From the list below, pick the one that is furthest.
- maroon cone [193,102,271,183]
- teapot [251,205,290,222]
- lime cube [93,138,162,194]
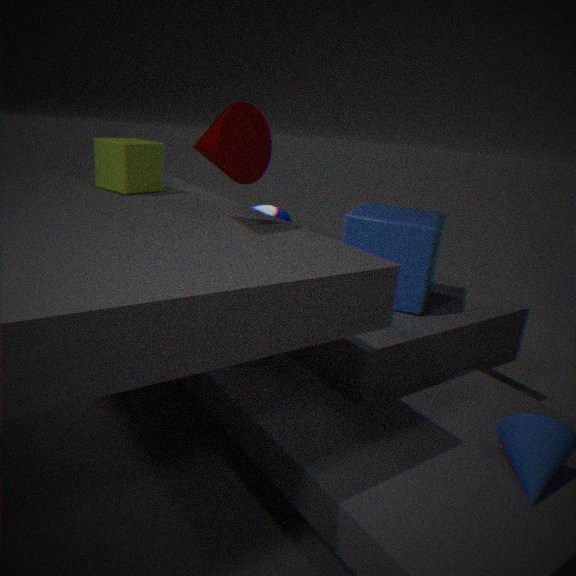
teapot [251,205,290,222]
